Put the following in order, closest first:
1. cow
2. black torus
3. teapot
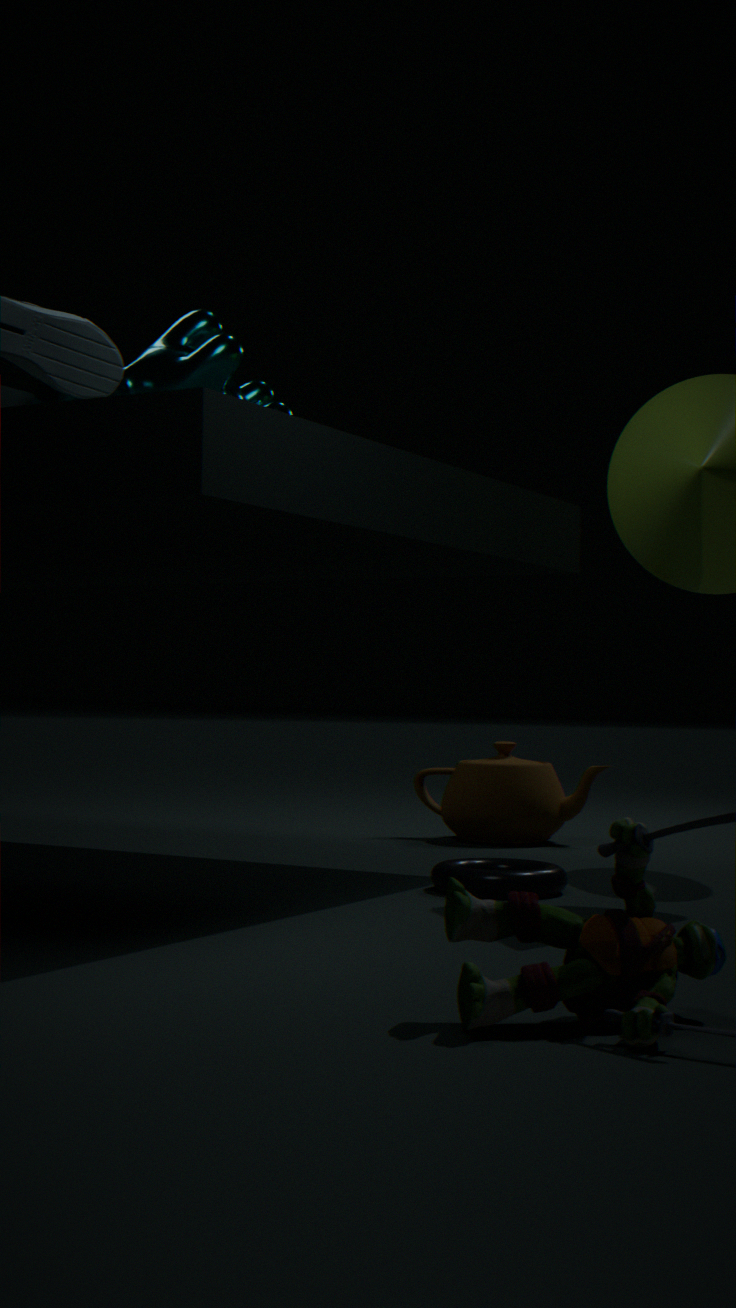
black torus, cow, teapot
